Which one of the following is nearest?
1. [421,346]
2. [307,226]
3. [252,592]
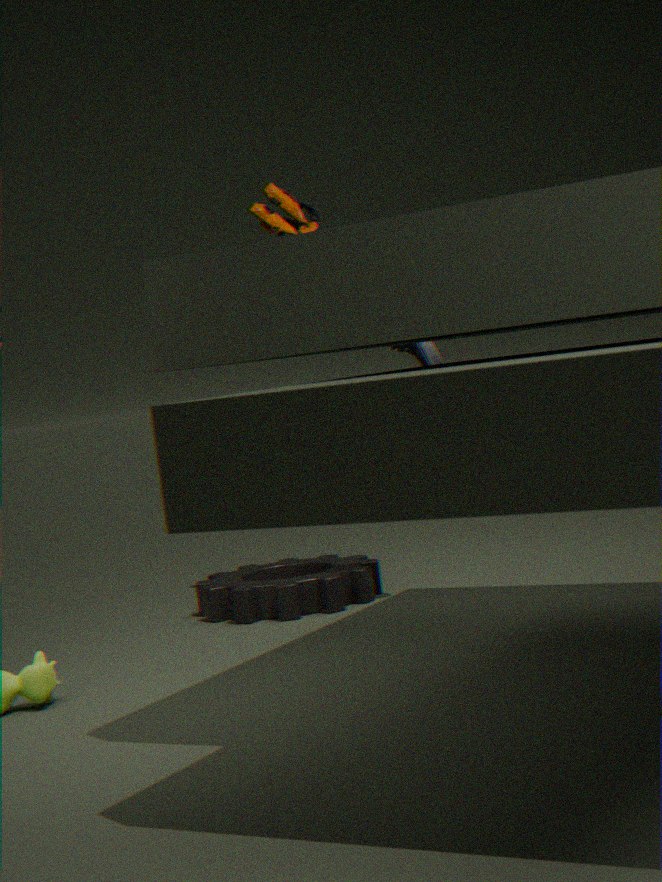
[421,346]
